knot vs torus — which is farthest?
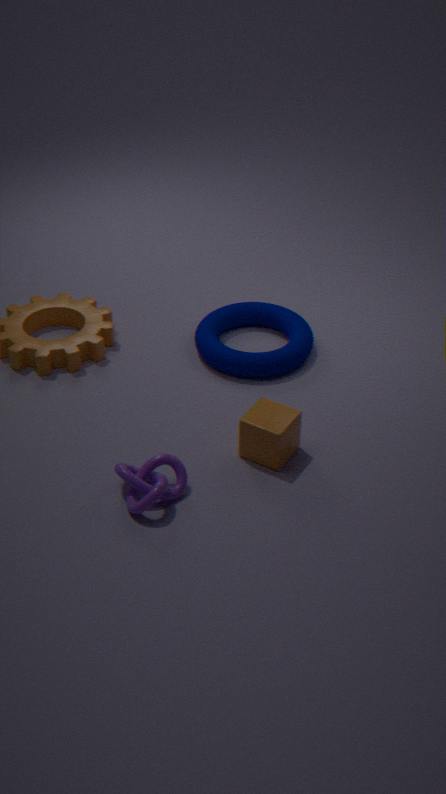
torus
